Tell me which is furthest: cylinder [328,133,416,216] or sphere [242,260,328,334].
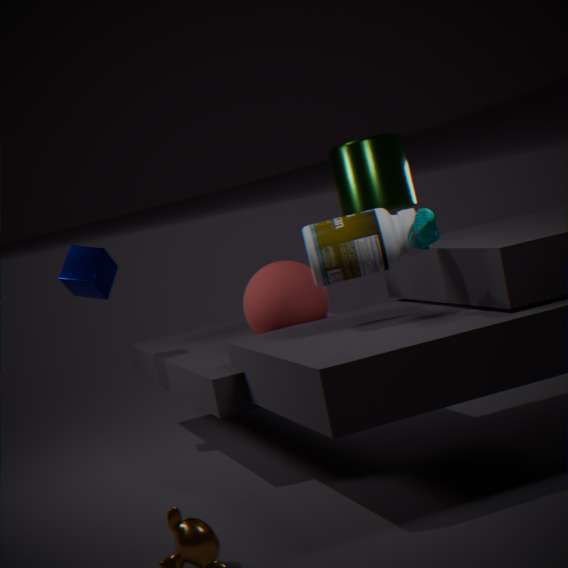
cylinder [328,133,416,216]
